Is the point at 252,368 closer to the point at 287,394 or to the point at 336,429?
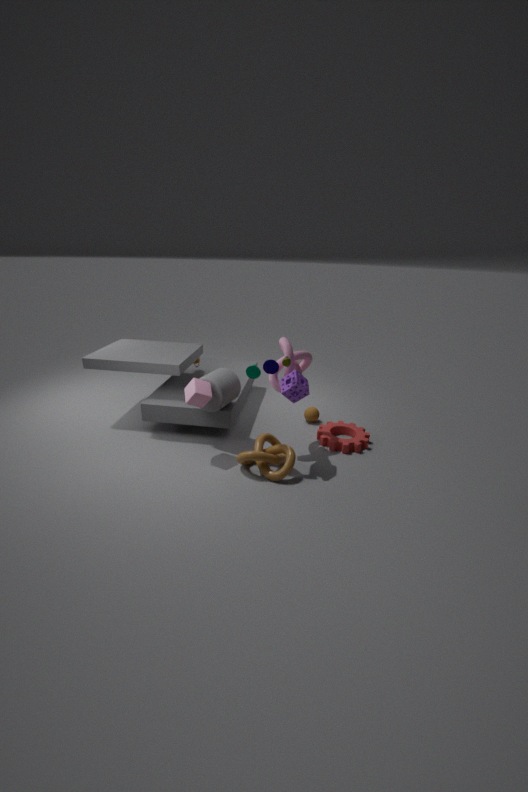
the point at 287,394
